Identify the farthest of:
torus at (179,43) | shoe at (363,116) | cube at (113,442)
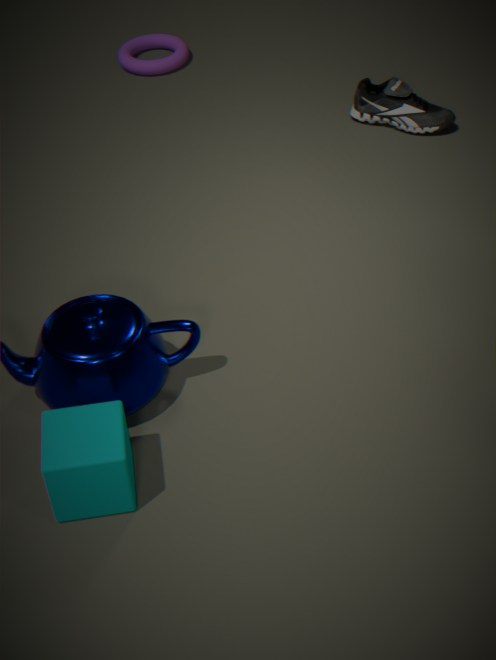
torus at (179,43)
